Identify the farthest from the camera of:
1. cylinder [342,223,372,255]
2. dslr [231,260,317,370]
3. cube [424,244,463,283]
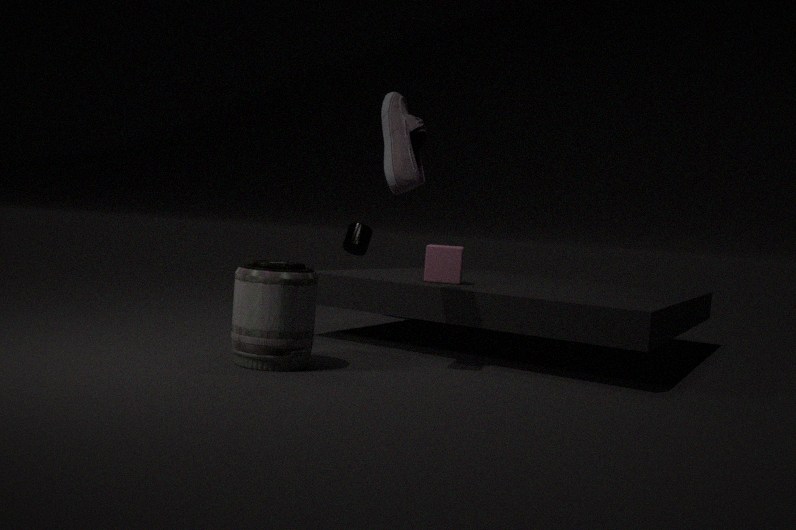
cylinder [342,223,372,255]
